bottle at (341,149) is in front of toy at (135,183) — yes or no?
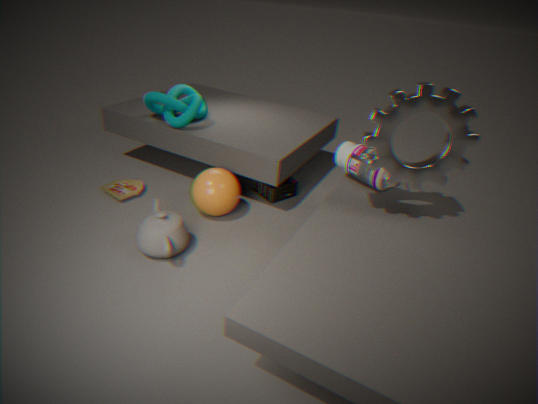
Yes
